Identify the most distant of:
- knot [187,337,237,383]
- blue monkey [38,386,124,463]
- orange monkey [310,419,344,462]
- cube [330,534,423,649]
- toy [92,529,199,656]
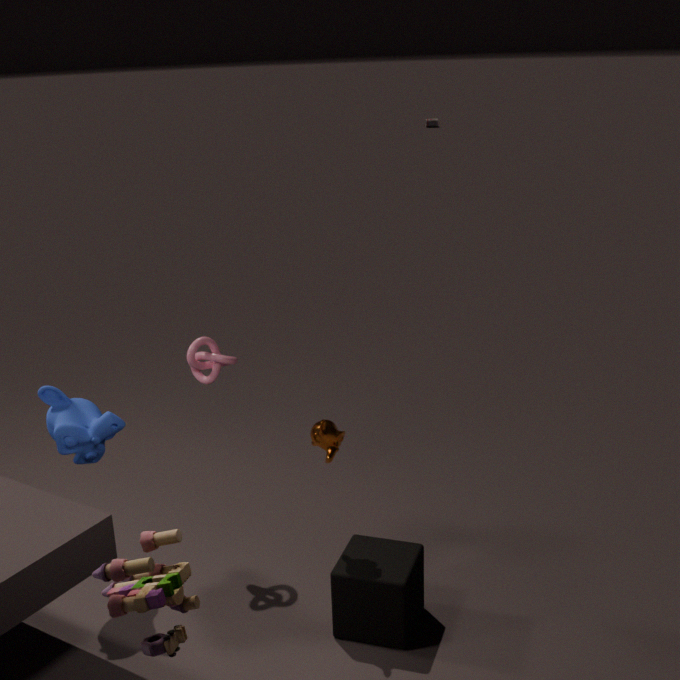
knot [187,337,237,383]
